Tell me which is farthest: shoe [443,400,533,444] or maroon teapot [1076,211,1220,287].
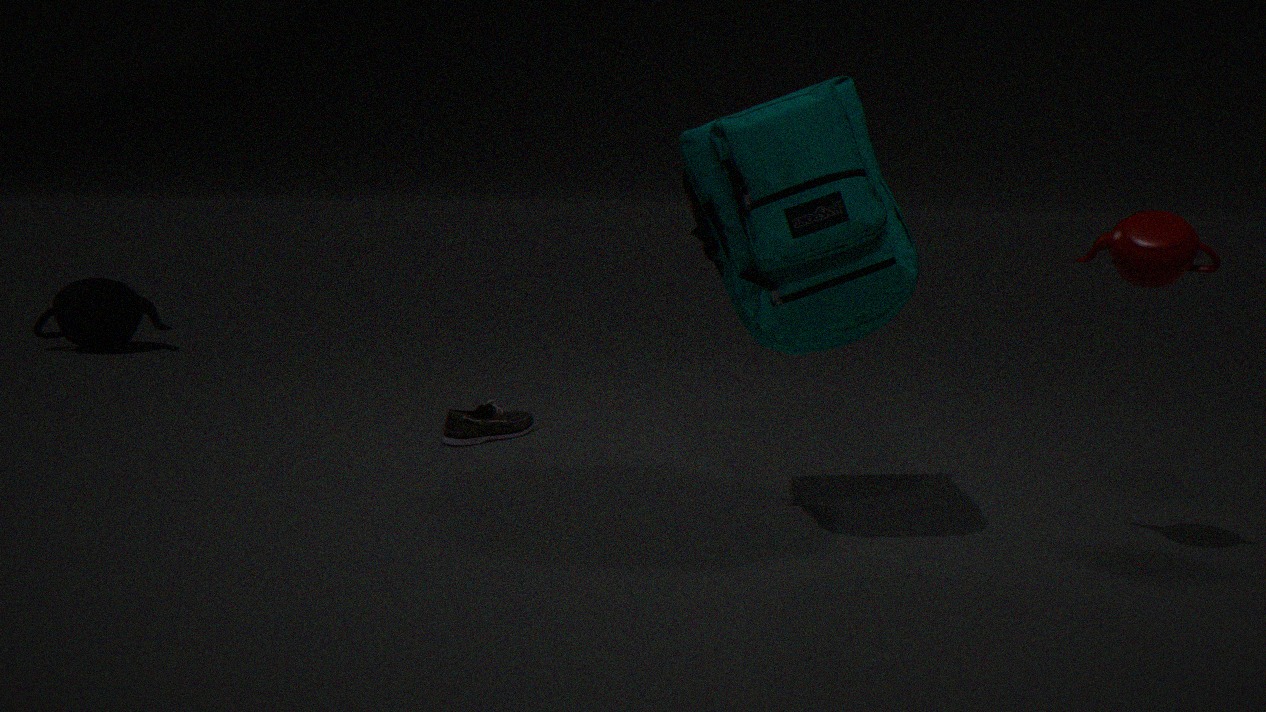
shoe [443,400,533,444]
